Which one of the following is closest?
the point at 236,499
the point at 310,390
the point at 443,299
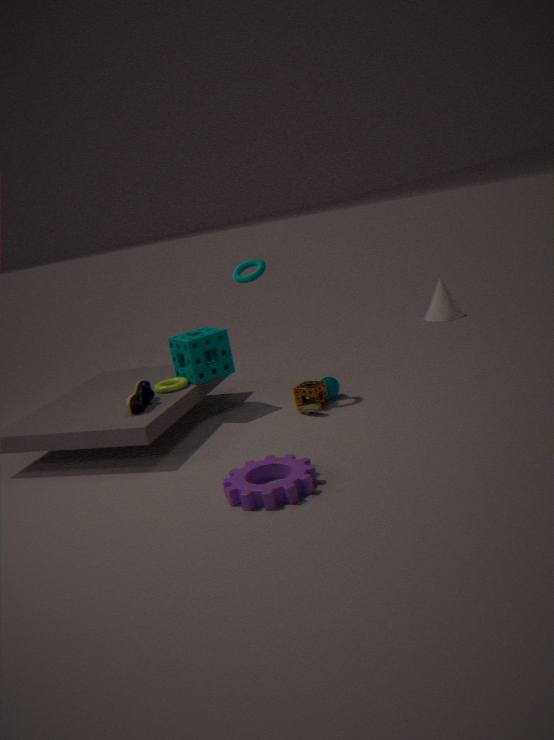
the point at 236,499
